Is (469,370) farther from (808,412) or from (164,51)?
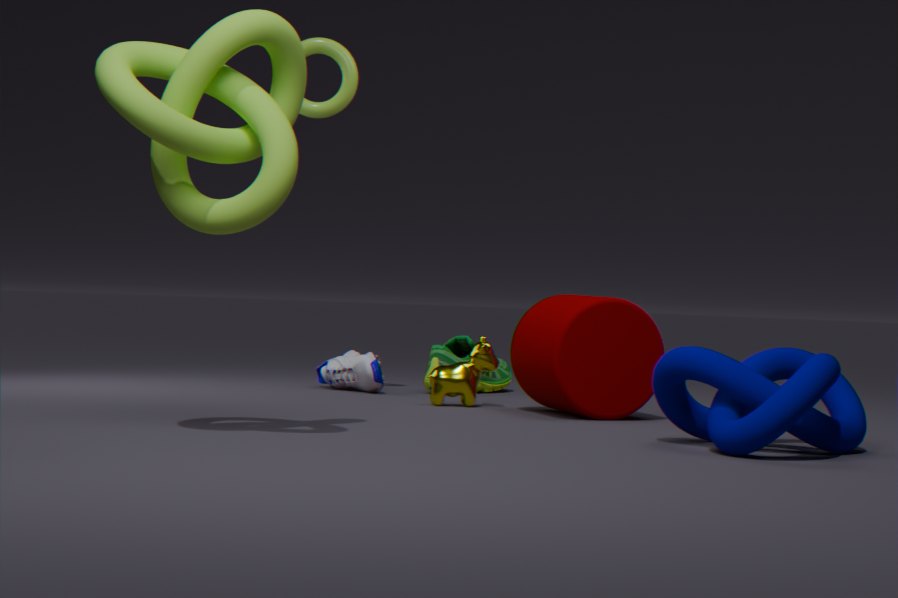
(164,51)
